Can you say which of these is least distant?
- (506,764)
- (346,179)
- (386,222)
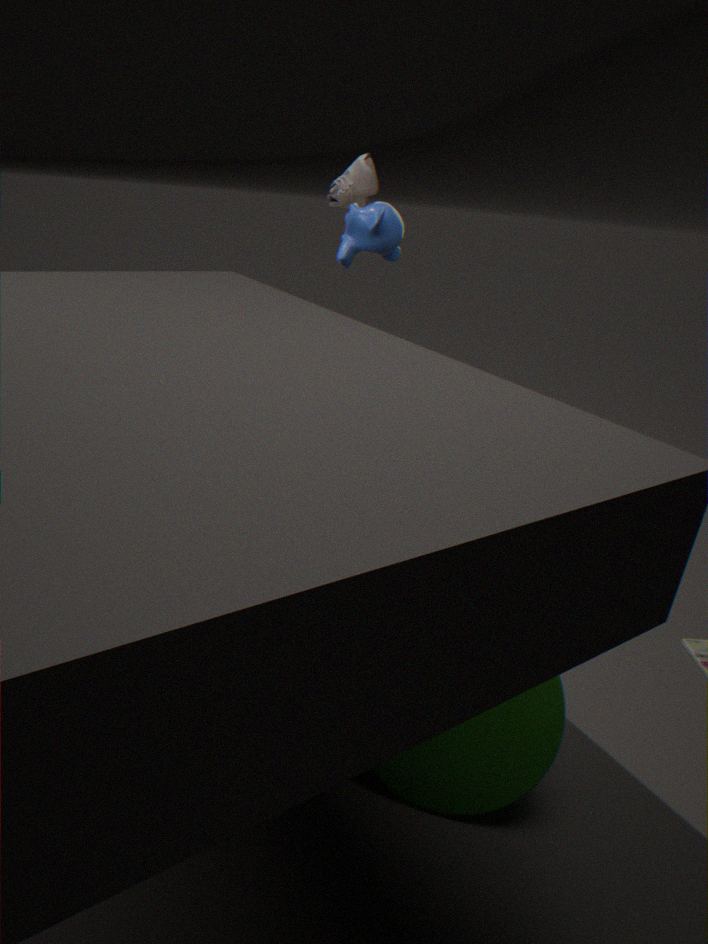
(506,764)
